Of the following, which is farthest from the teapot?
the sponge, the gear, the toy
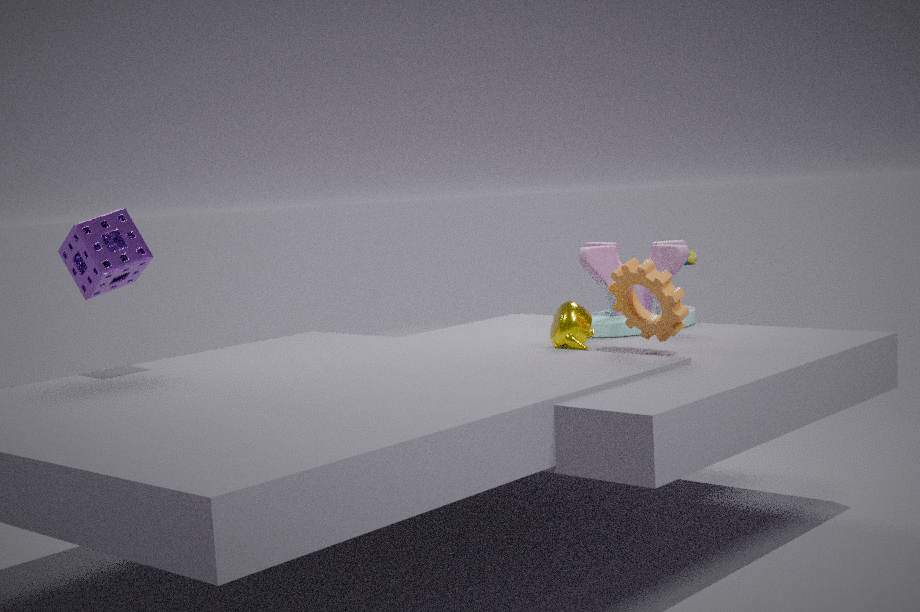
the sponge
